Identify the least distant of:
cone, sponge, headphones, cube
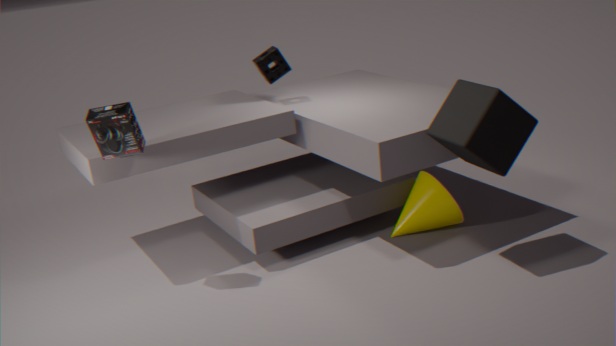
cube
